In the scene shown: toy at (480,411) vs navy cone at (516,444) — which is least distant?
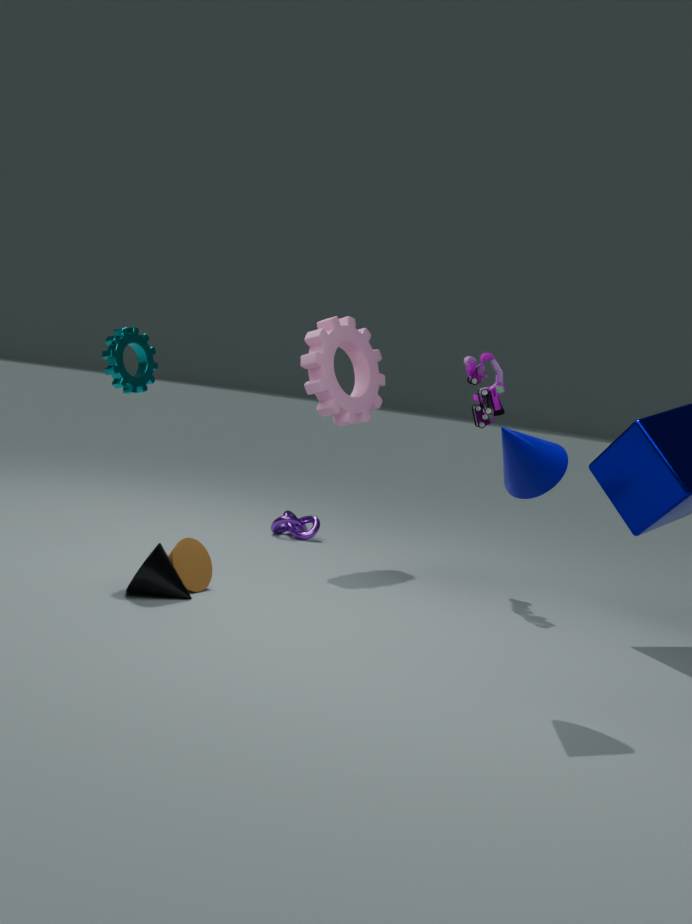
navy cone at (516,444)
